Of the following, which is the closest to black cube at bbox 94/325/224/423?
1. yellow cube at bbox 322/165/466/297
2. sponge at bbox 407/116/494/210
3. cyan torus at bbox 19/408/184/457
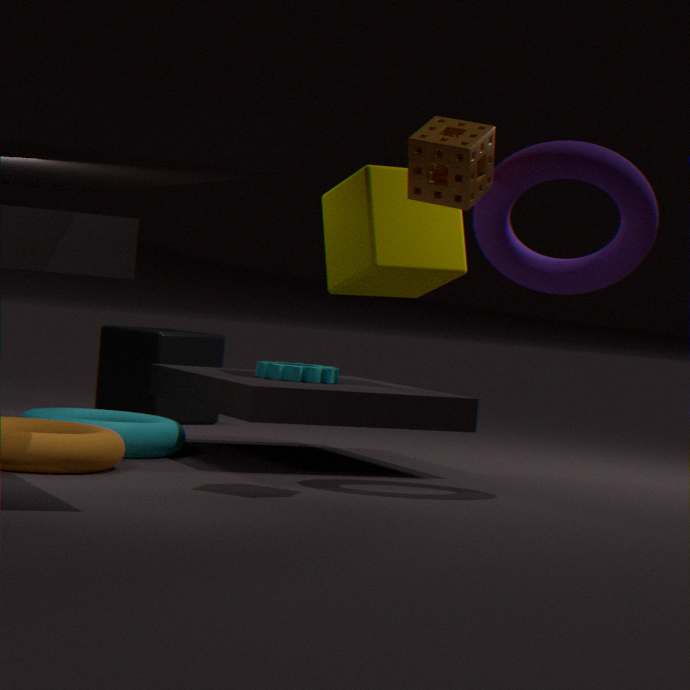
cyan torus at bbox 19/408/184/457
